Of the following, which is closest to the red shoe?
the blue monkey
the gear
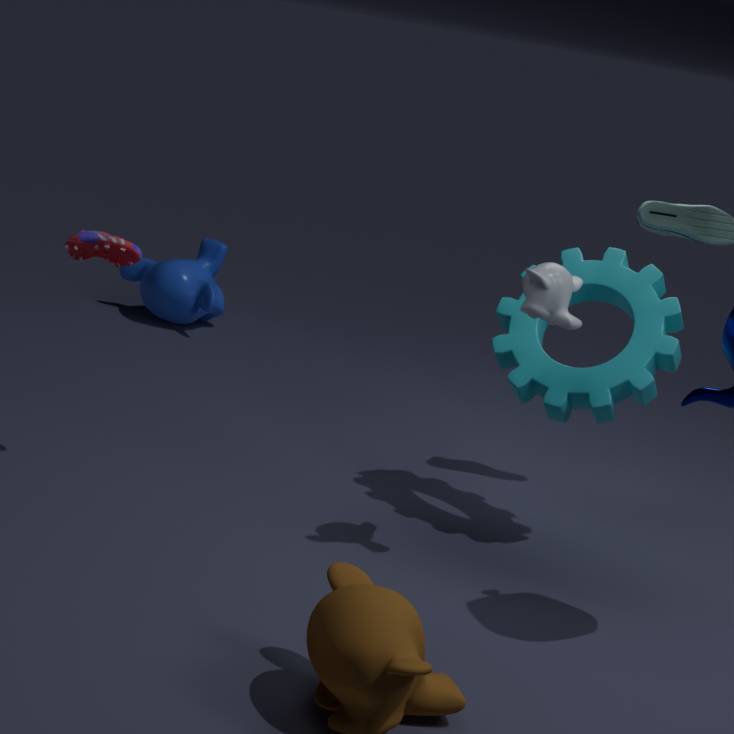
the gear
